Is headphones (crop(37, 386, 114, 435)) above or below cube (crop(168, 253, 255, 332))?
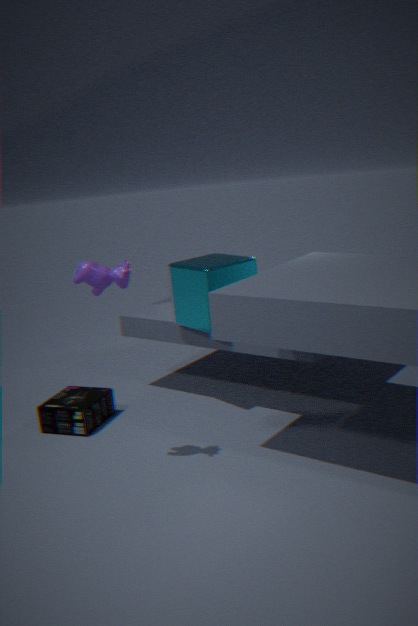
below
